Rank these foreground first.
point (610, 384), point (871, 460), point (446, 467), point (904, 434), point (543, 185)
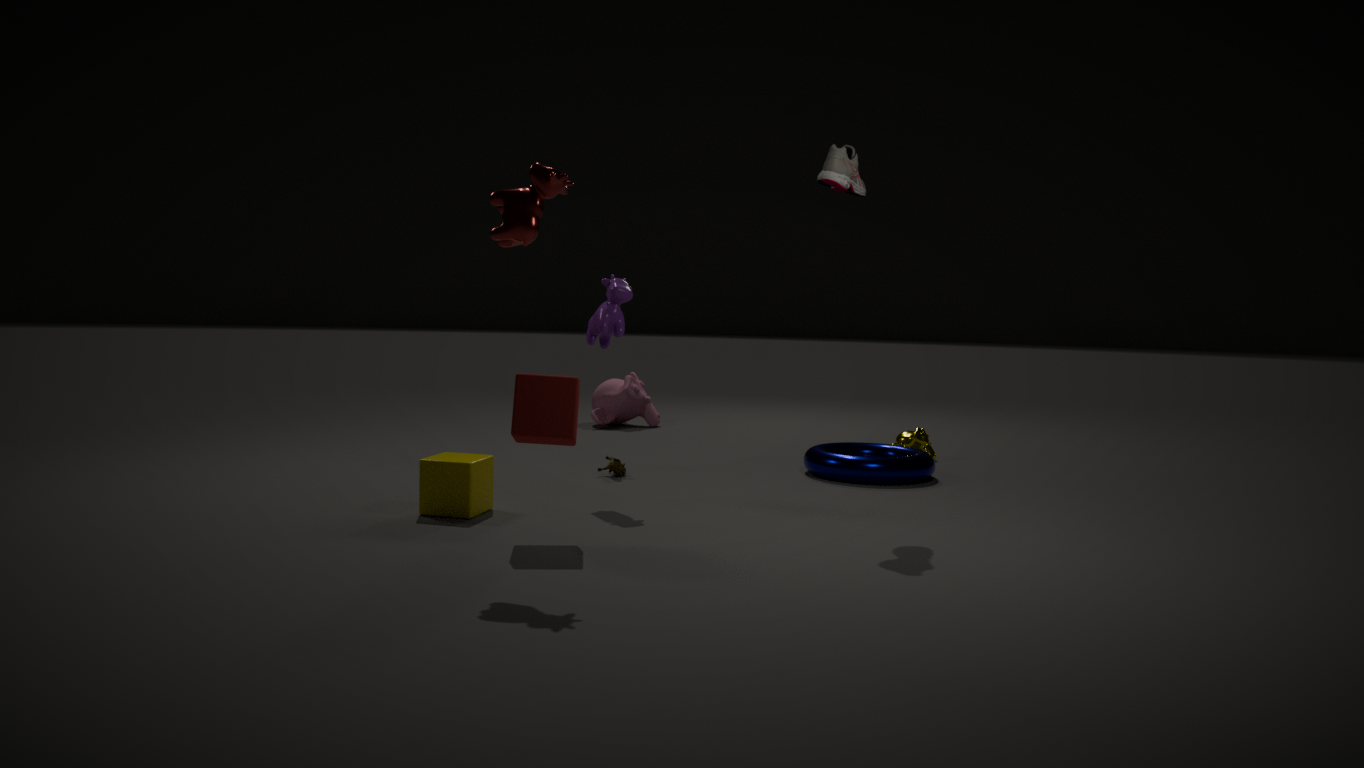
point (543, 185) → point (446, 467) → point (871, 460) → point (904, 434) → point (610, 384)
